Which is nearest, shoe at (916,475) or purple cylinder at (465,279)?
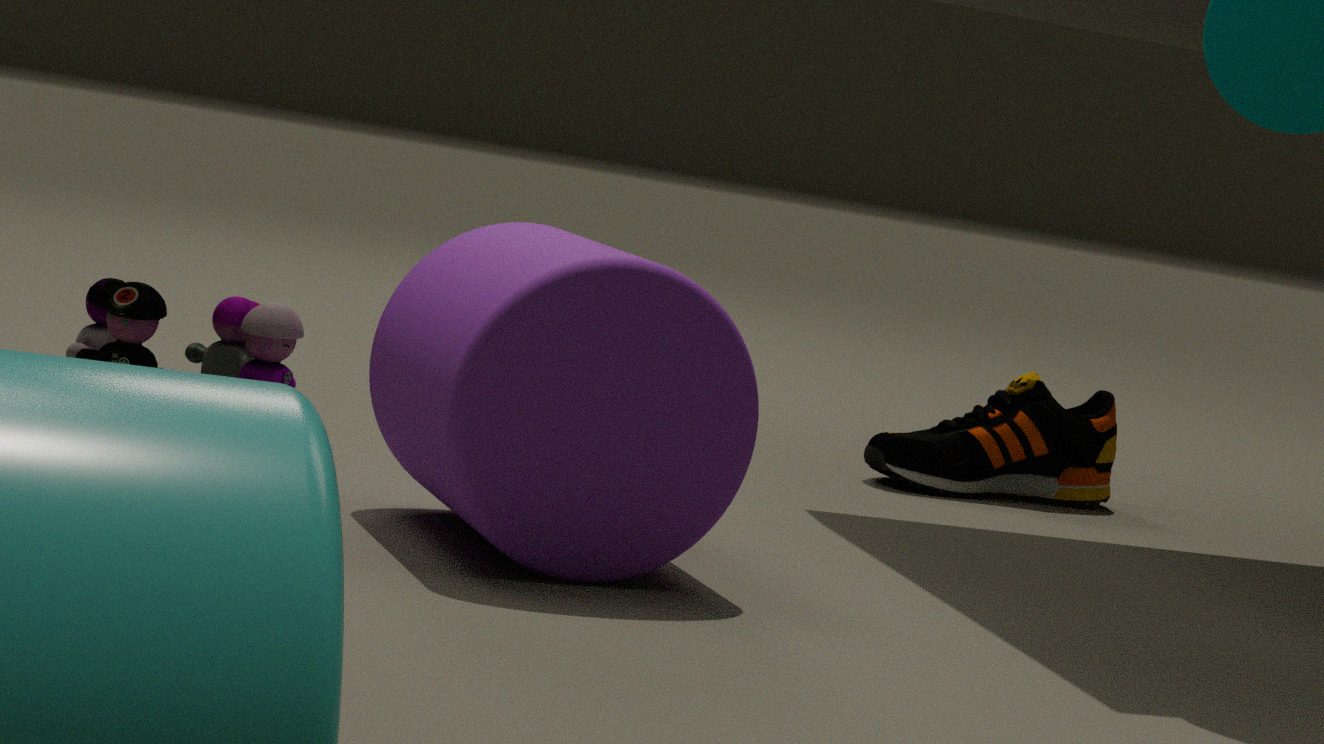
purple cylinder at (465,279)
